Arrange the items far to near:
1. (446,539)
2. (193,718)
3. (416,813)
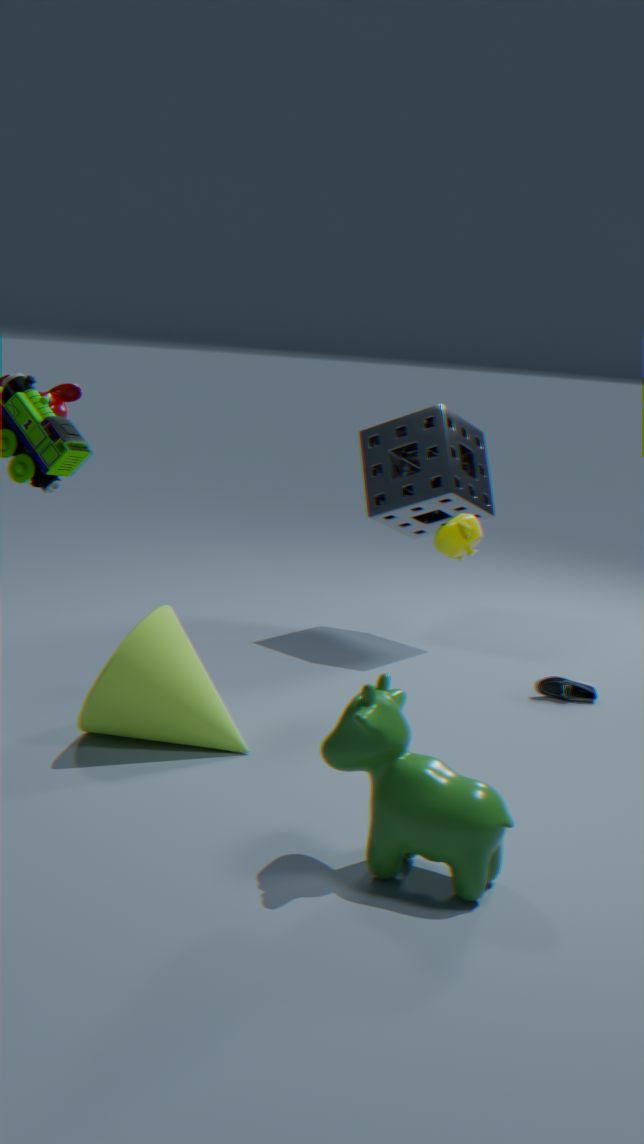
(446,539)
(193,718)
(416,813)
